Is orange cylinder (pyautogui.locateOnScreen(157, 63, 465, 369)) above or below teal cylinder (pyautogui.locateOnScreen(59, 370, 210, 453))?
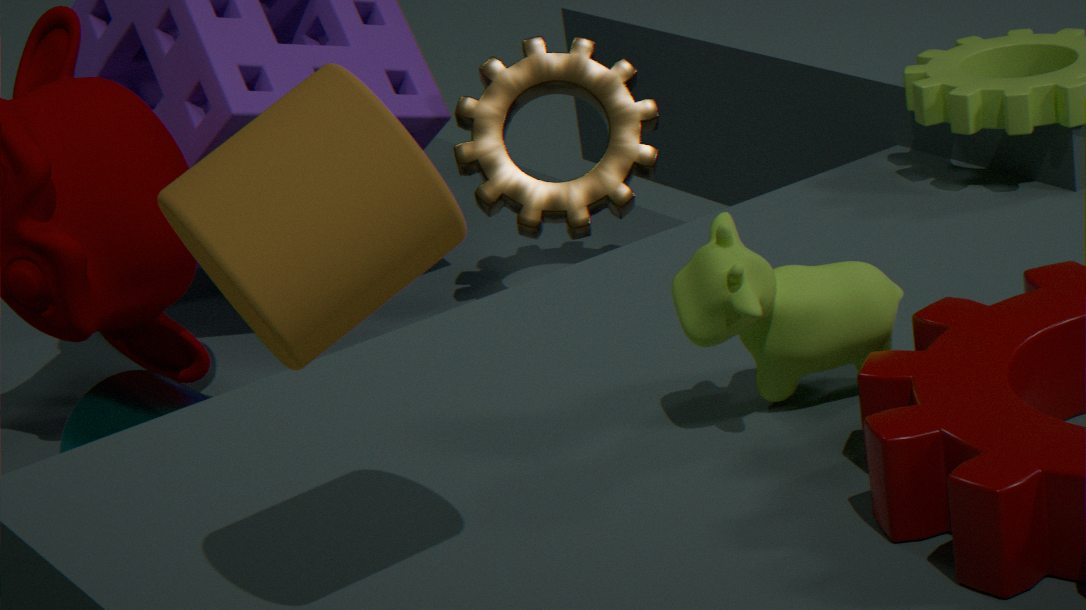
above
